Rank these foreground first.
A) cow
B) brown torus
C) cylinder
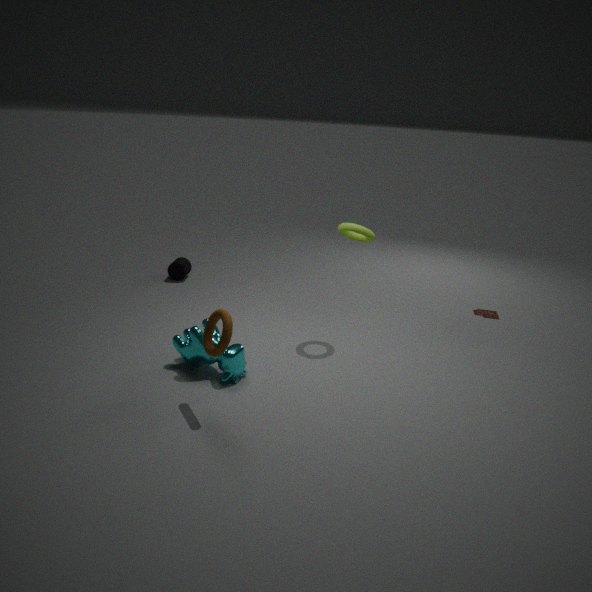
brown torus, cow, cylinder
